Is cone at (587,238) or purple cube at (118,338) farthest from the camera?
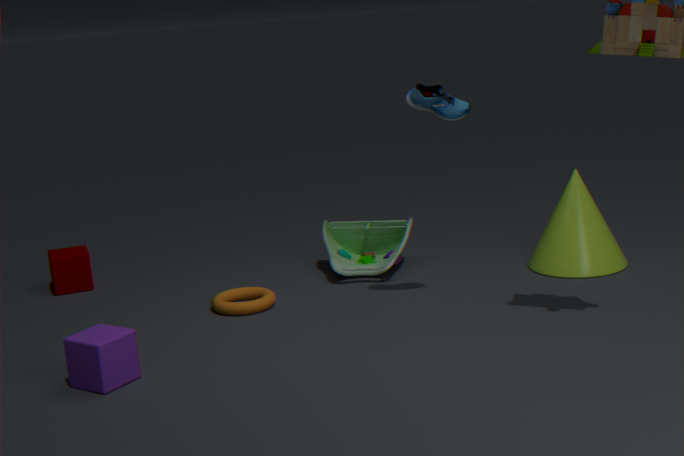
cone at (587,238)
